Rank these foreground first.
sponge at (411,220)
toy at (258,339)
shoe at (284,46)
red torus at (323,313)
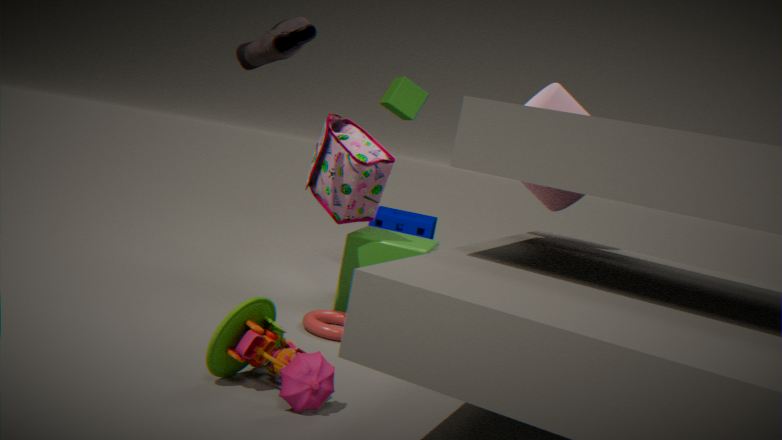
1. toy at (258,339)
2. shoe at (284,46)
3. red torus at (323,313)
4. sponge at (411,220)
